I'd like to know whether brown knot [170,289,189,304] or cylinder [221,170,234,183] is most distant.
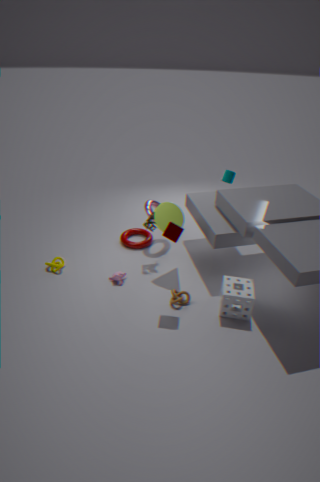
cylinder [221,170,234,183]
